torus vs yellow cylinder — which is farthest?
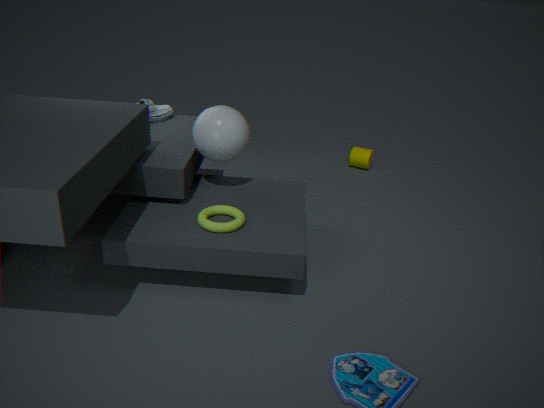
yellow cylinder
